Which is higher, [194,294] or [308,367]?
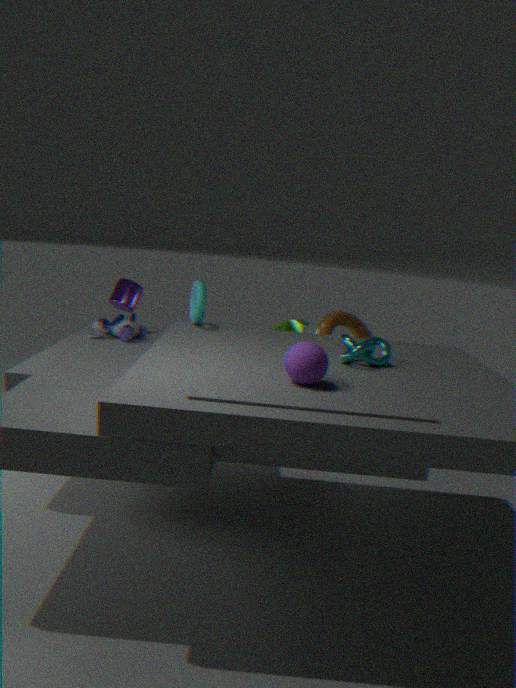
[194,294]
